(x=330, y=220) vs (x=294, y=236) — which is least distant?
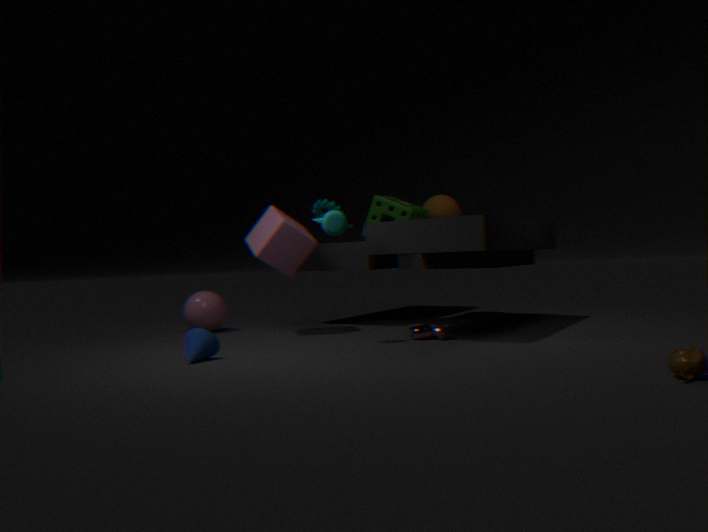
(x=330, y=220)
